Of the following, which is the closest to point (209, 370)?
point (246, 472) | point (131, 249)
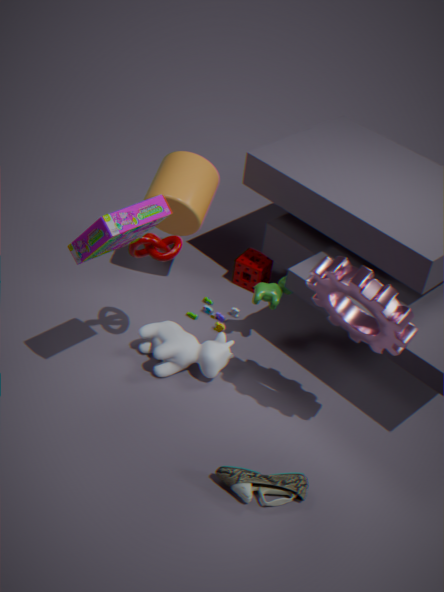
point (131, 249)
